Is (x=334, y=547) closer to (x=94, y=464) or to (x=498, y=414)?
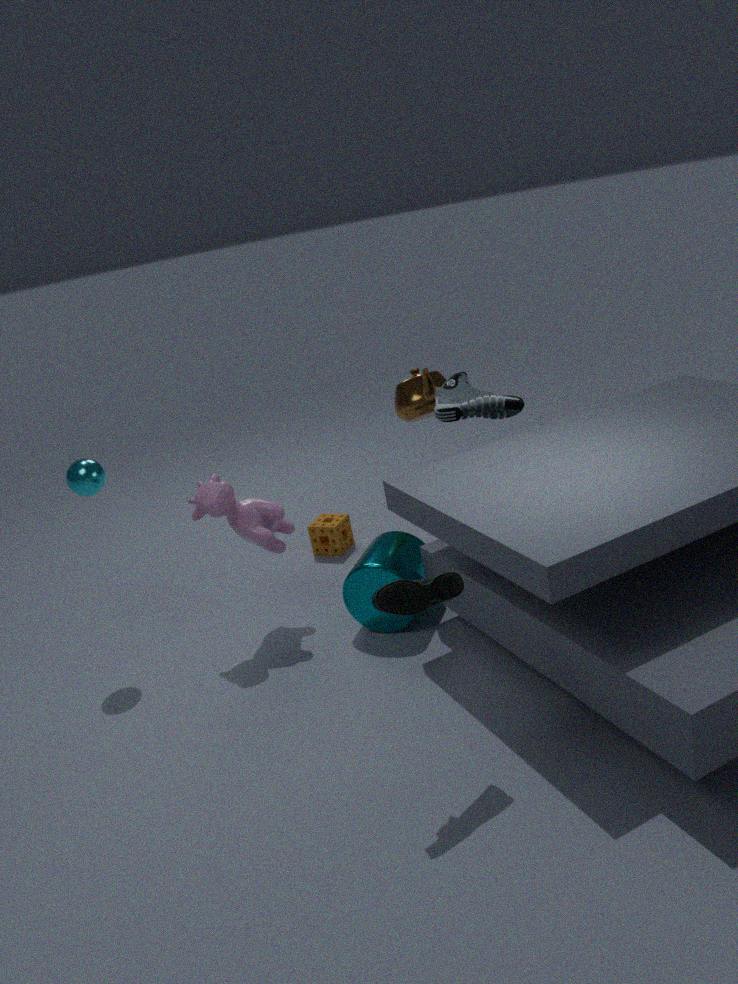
(x=498, y=414)
